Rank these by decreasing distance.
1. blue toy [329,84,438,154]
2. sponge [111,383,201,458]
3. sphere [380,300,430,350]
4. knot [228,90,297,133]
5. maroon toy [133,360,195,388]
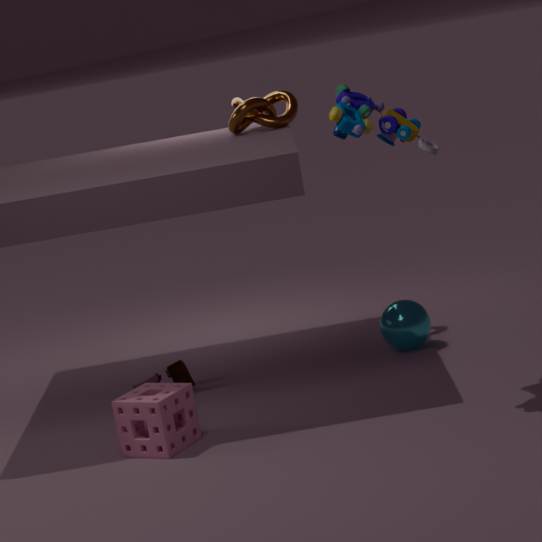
knot [228,90,297,133] → maroon toy [133,360,195,388] → sphere [380,300,430,350] → sponge [111,383,201,458] → blue toy [329,84,438,154]
